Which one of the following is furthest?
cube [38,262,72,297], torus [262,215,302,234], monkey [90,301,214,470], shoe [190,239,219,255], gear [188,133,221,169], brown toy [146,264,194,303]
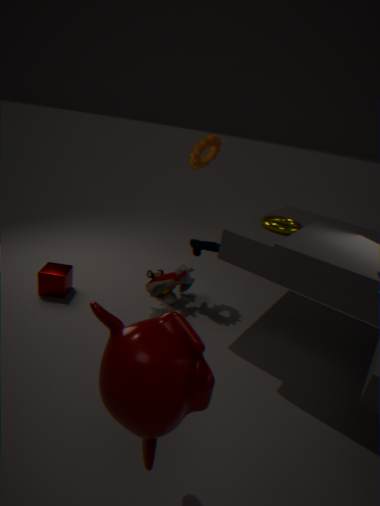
shoe [190,239,219,255]
